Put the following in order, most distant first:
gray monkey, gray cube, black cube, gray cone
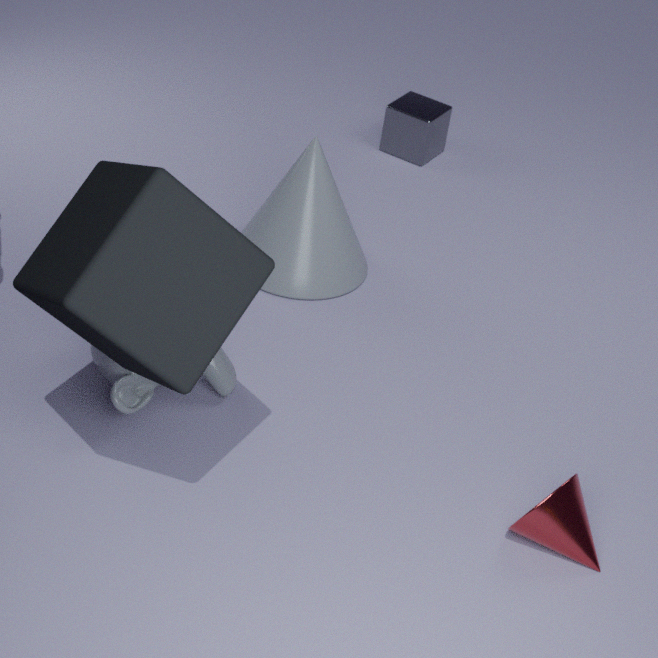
gray cube < gray cone < gray monkey < black cube
